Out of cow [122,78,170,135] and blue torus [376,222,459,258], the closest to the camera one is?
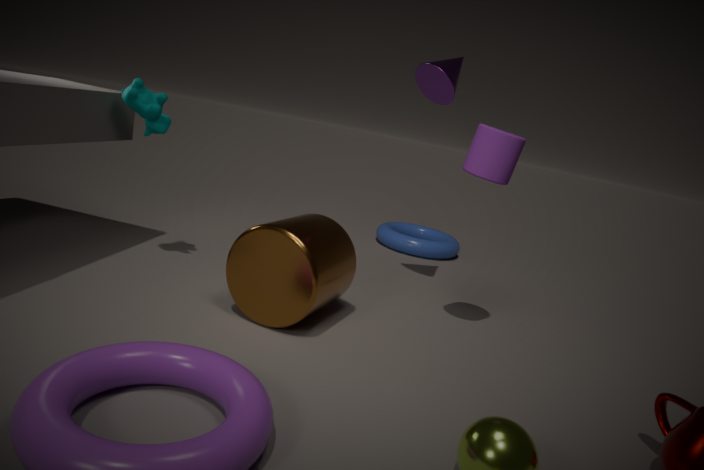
cow [122,78,170,135]
